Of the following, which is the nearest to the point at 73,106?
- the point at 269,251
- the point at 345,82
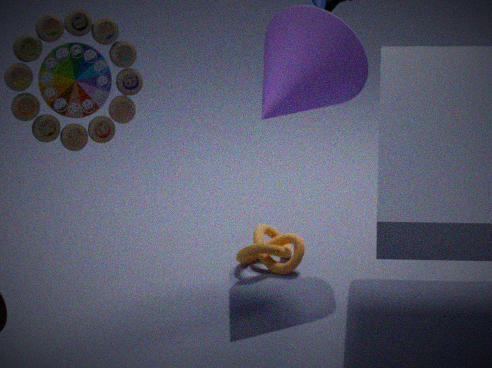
the point at 345,82
